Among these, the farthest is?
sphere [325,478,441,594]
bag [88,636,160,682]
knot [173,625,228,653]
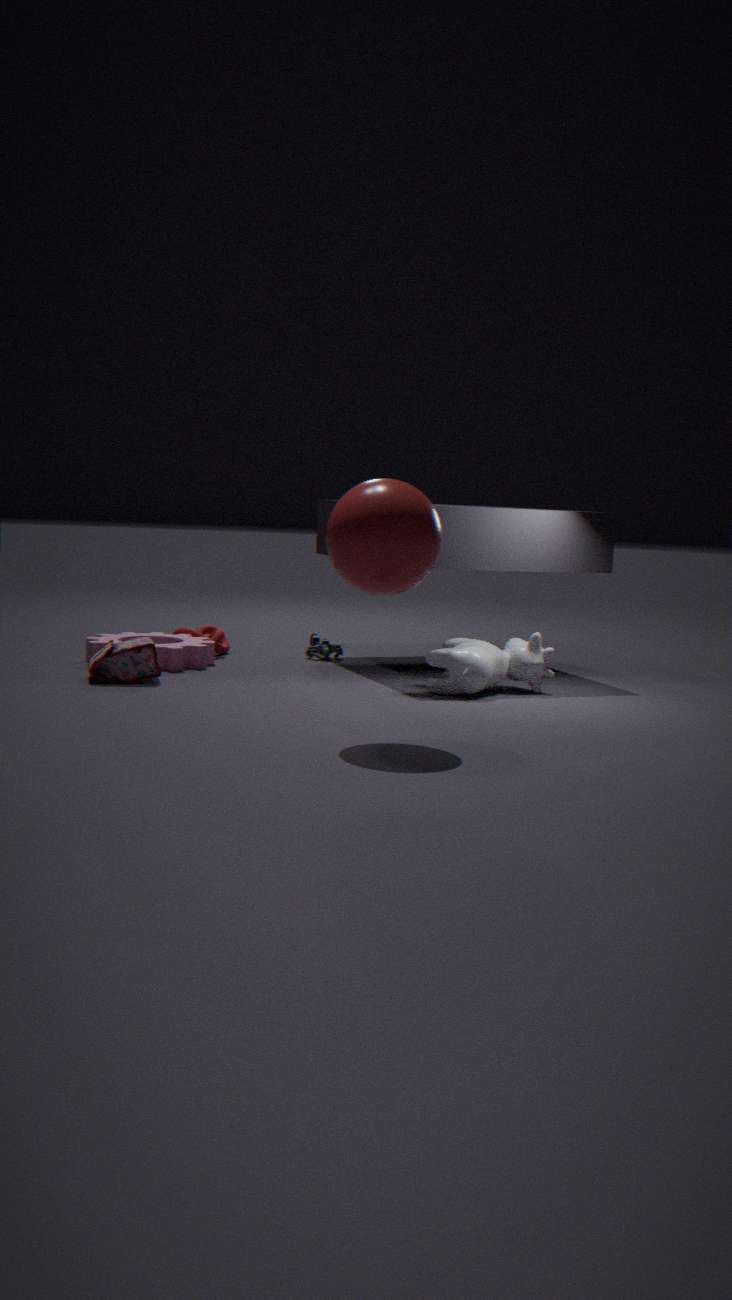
knot [173,625,228,653]
